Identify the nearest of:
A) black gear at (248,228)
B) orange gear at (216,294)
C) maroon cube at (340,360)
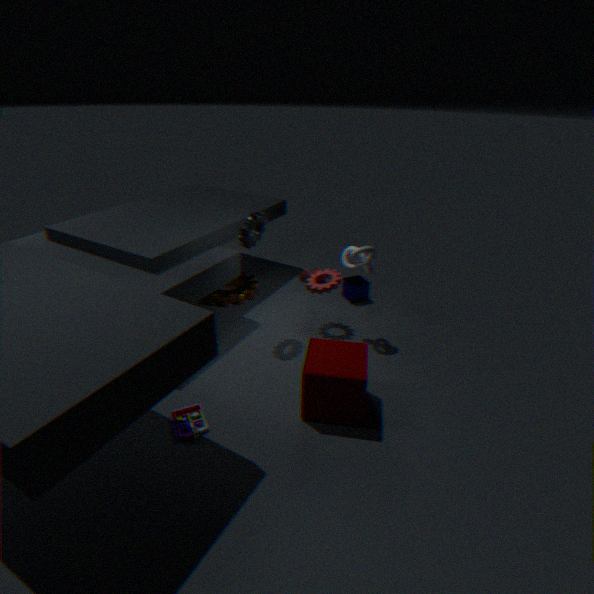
maroon cube at (340,360)
